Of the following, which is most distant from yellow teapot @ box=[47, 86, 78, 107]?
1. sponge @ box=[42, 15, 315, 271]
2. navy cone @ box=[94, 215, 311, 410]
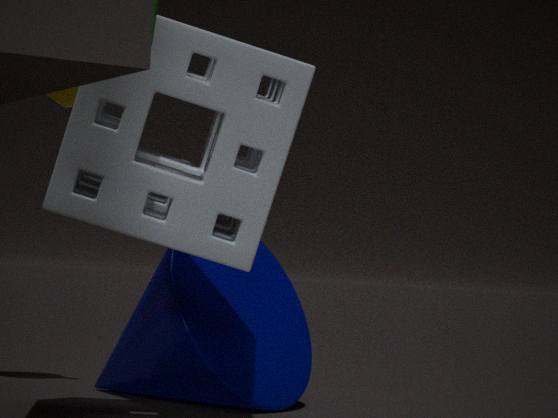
sponge @ box=[42, 15, 315, 271]
